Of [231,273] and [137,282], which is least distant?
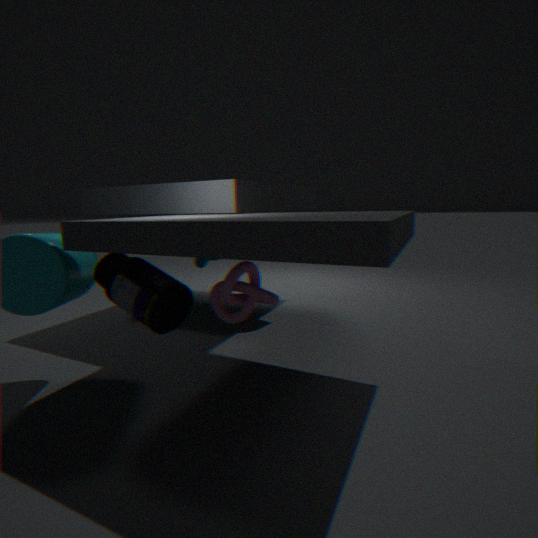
[231,273]
